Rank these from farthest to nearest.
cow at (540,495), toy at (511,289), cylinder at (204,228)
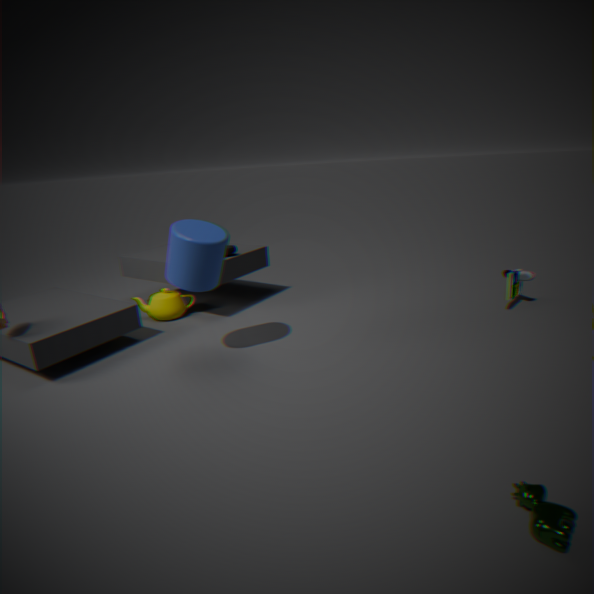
toy at (511,289), cylinder at (204,228), cow at (540,495)
